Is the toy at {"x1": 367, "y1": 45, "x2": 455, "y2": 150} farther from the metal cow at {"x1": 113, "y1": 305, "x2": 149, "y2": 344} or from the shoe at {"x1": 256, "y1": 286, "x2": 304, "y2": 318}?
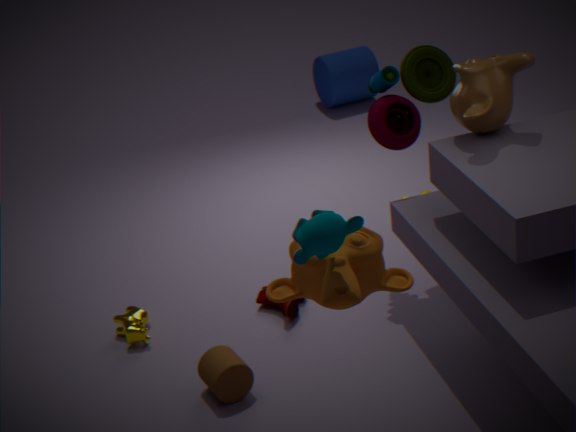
the metal cow at {"x1": 113, "y1": 305, "x2": 149, "y2": 344}
